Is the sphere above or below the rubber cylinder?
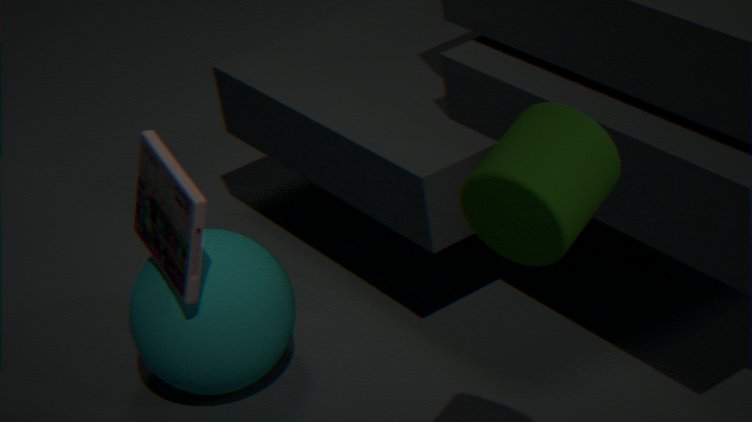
below
